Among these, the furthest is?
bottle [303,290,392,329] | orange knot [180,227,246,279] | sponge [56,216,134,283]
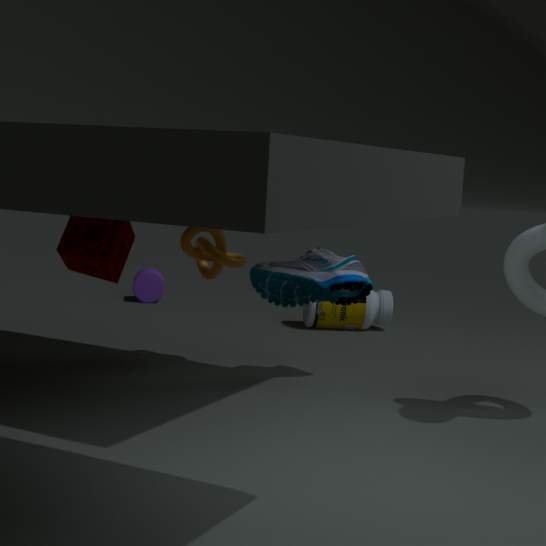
bottle [303,290,392,329]
